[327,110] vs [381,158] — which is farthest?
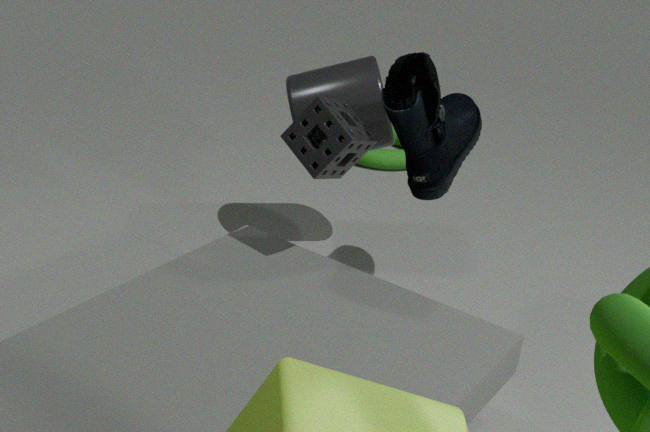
[381,158]
